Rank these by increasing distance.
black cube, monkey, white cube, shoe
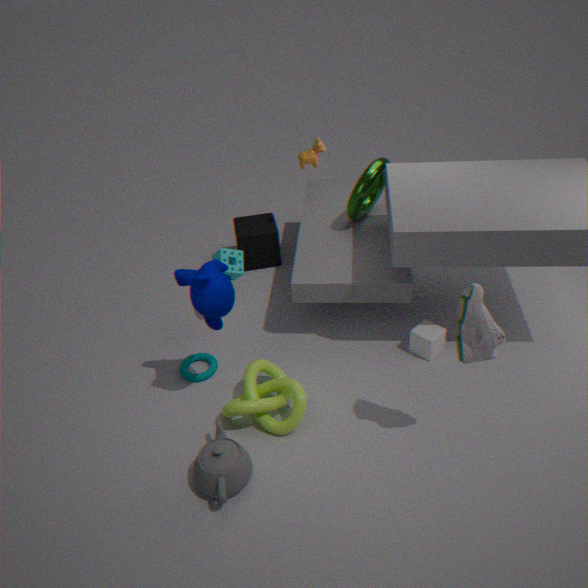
1. shoe
2. monkey
3. white cube
4. black cube
